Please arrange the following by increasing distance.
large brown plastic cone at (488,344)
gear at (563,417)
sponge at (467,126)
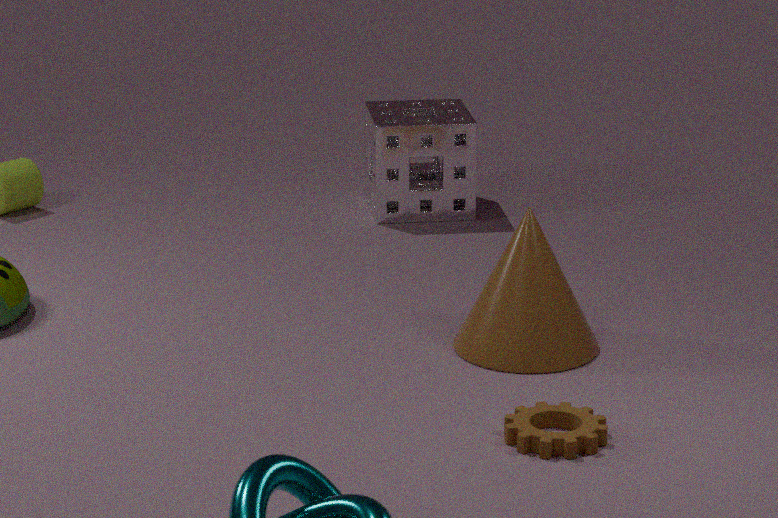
gear at (563,417), large brown plastic cone at (488,344), sponge at (467,126)
